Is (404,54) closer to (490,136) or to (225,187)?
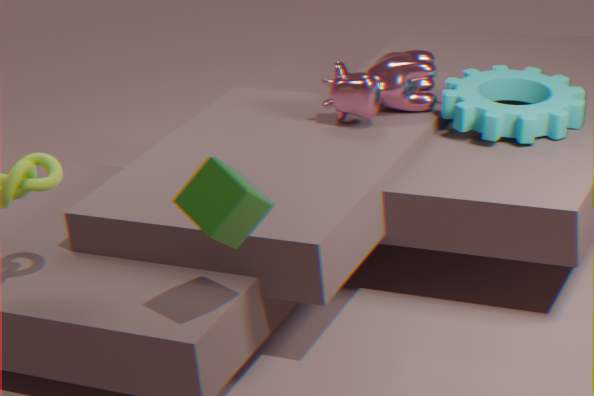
(490,136)
